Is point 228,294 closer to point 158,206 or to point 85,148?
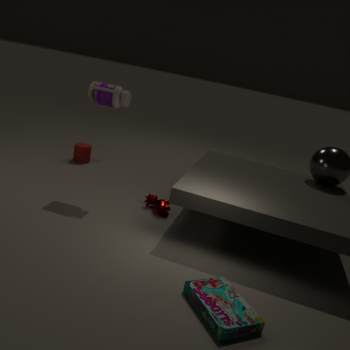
point 158,206
